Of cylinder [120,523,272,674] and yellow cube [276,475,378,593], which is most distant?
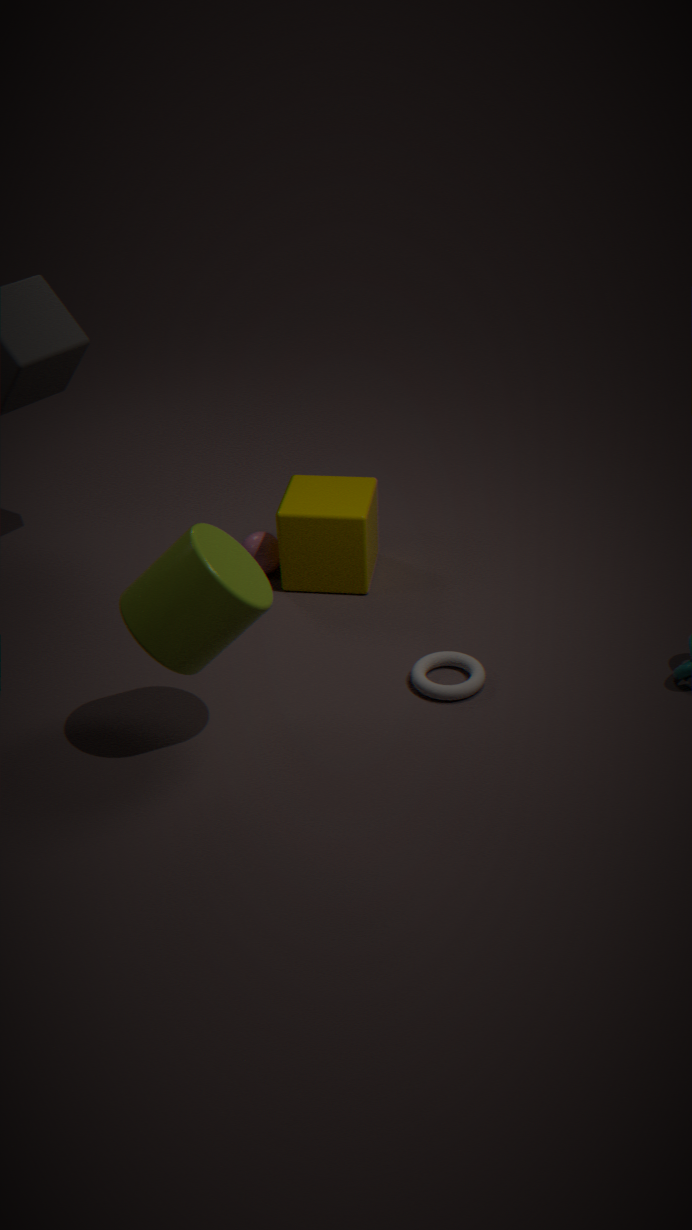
yellow cube [276,475,378,593]
